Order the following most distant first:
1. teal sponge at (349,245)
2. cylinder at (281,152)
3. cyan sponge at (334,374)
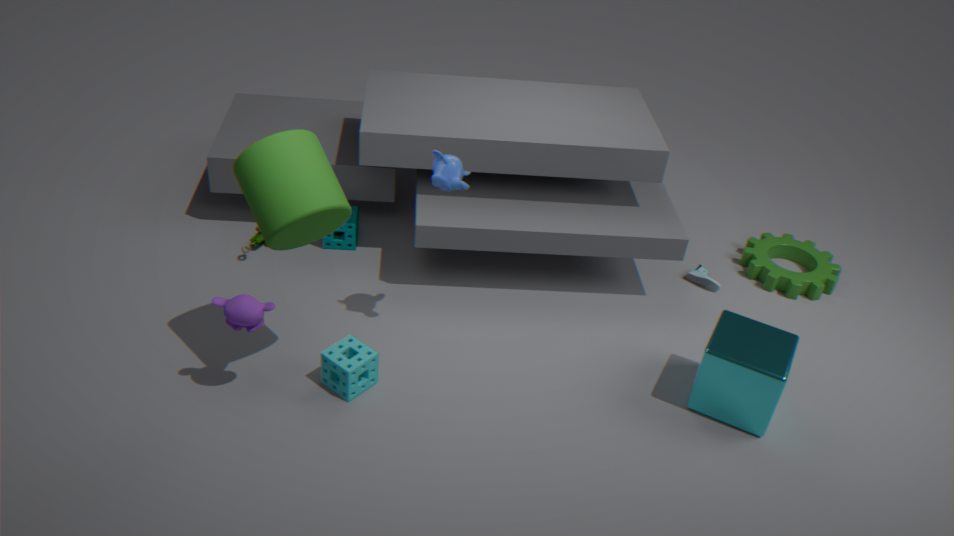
teal sponge at (349,245) < cyan sponge at (334,374) < cylinder at (281,152)
